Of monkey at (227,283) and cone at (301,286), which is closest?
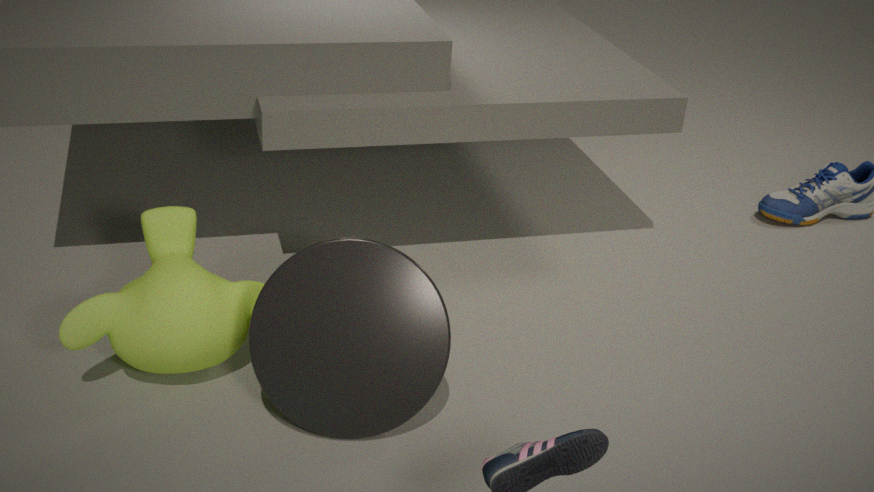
cone at (301,286)
